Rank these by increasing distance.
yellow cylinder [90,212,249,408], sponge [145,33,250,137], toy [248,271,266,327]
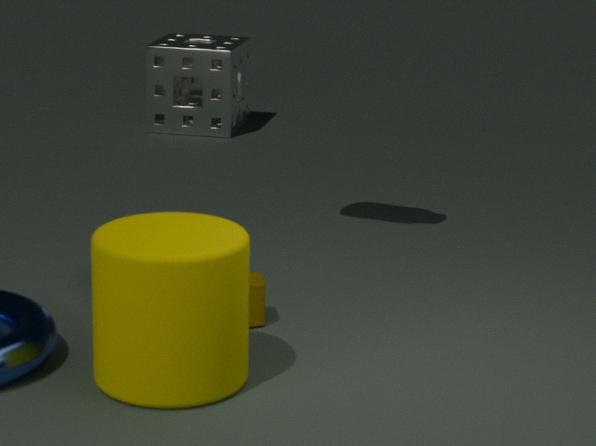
1. yellow cylinder [90,212,249,408]
2. toy [248,271,266,327]
3. sponge [145,33,250,137]
